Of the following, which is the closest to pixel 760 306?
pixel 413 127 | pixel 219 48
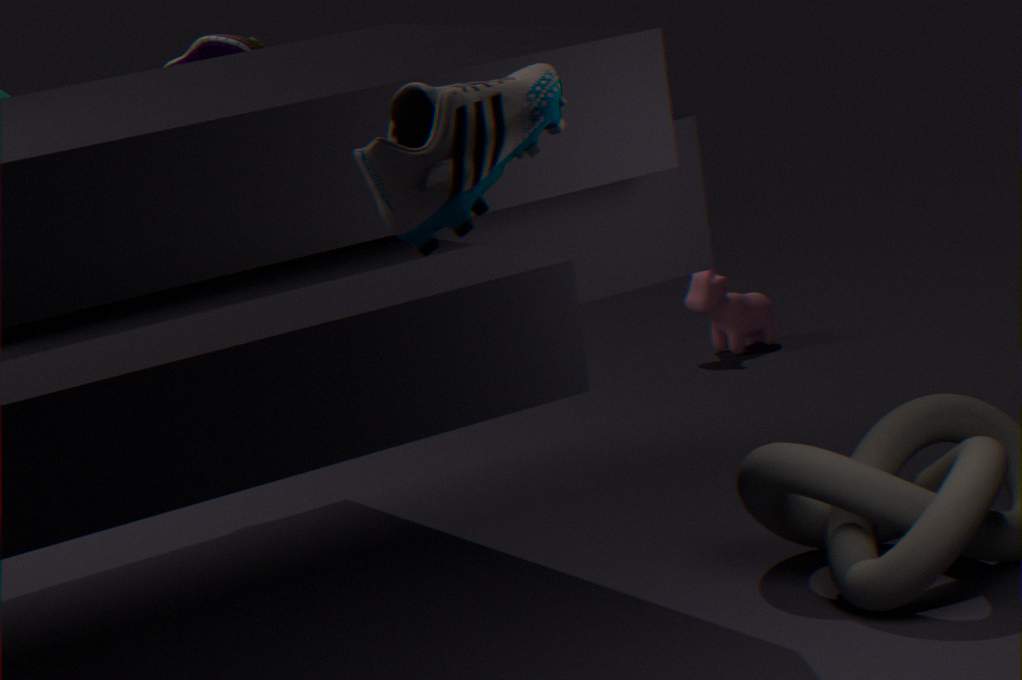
pixel 219 48
